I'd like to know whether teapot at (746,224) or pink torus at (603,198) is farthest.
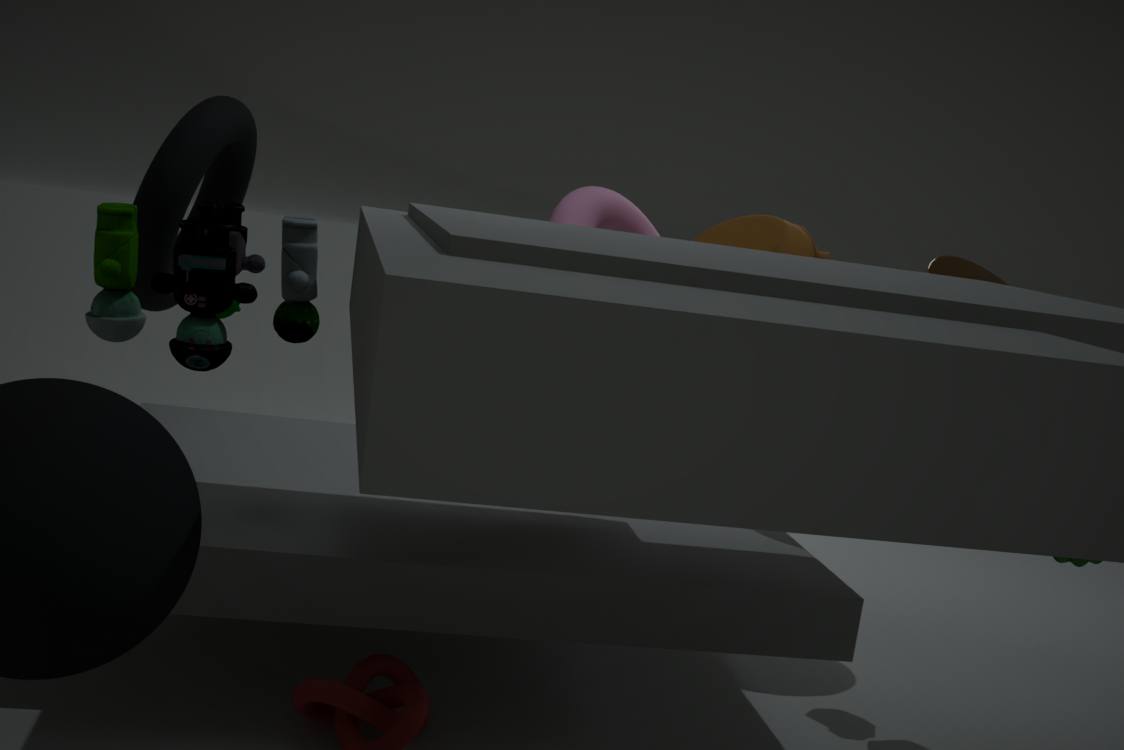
pink torus at (603,198)
